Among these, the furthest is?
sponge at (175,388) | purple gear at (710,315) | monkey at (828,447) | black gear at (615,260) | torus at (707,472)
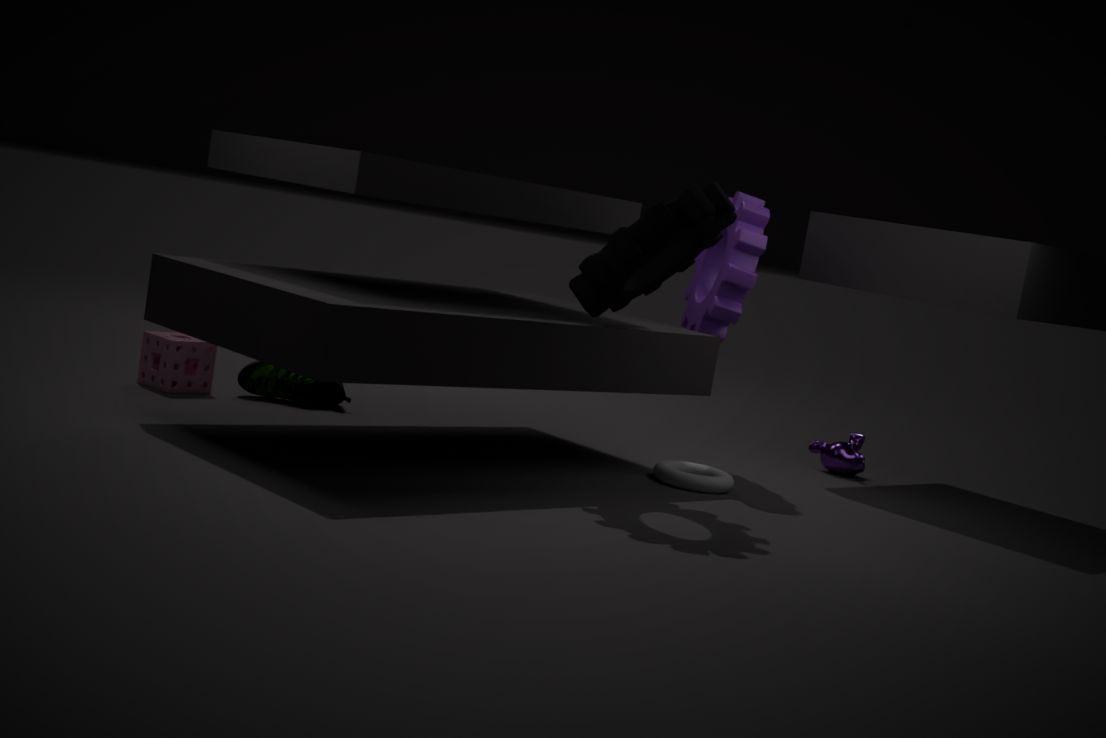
monkey at (828,447)
